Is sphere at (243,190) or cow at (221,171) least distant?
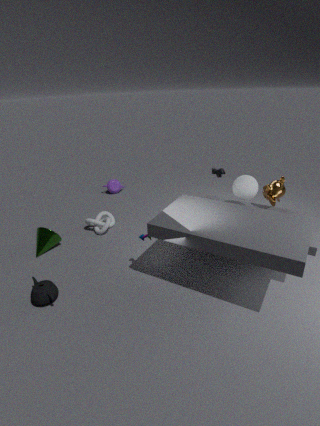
sphere at (243,190)
